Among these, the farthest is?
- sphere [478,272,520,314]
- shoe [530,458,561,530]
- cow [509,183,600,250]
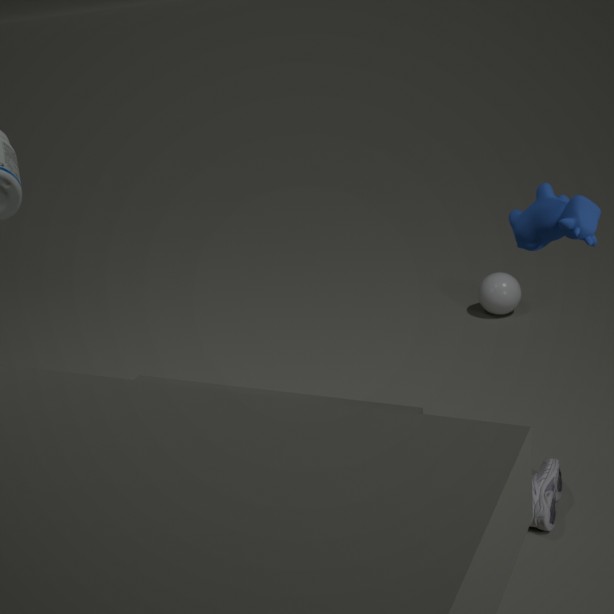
sphere [478,272,520,314]
